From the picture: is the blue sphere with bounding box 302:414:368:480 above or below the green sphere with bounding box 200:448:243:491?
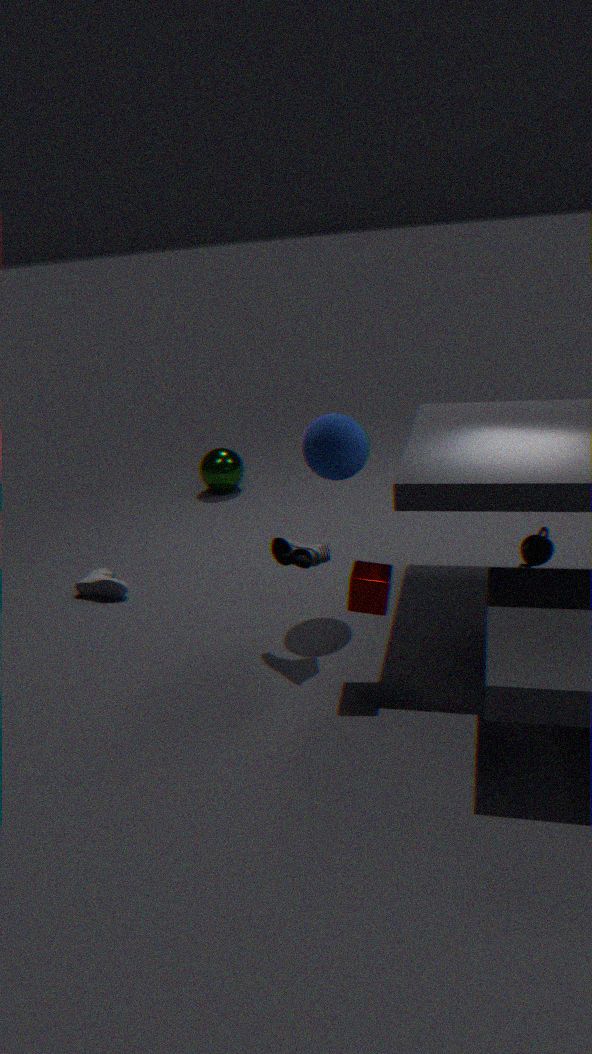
above
